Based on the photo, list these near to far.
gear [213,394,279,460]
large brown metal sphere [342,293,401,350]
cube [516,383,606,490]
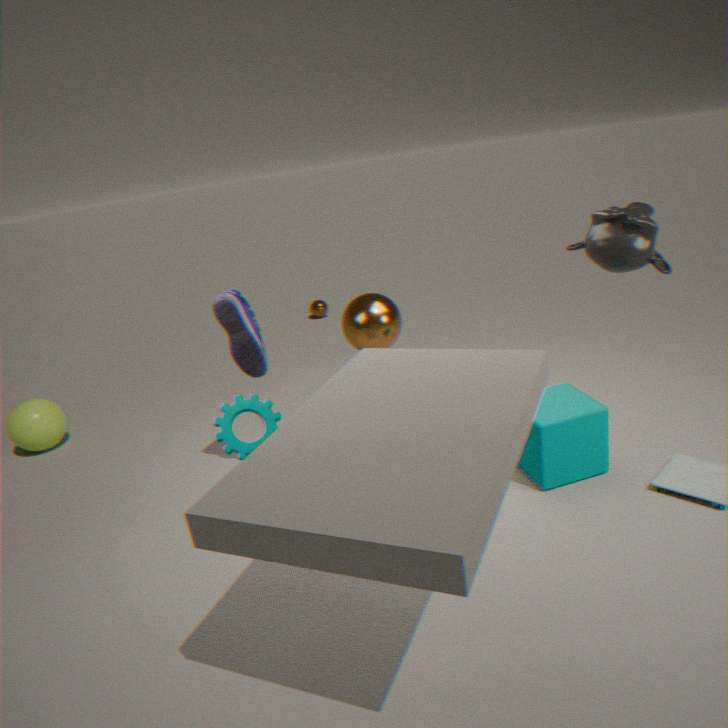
gear [213,394,279,460] < cube [516,383,606,490] < large brown metal sphere [342,293,401,350]
